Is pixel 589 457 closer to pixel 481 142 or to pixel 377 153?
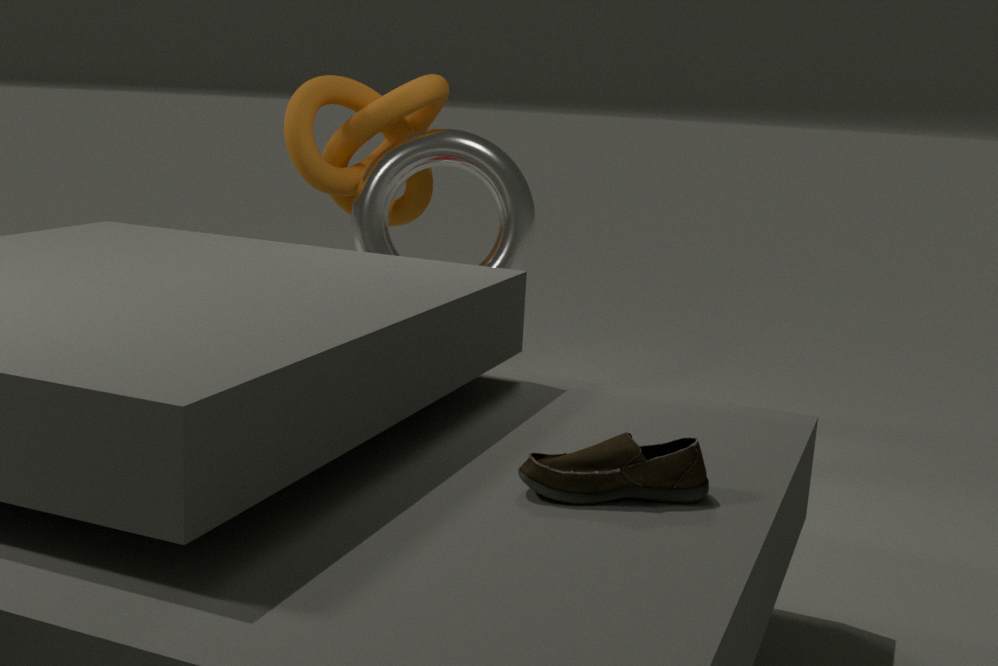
pixel 481 142
